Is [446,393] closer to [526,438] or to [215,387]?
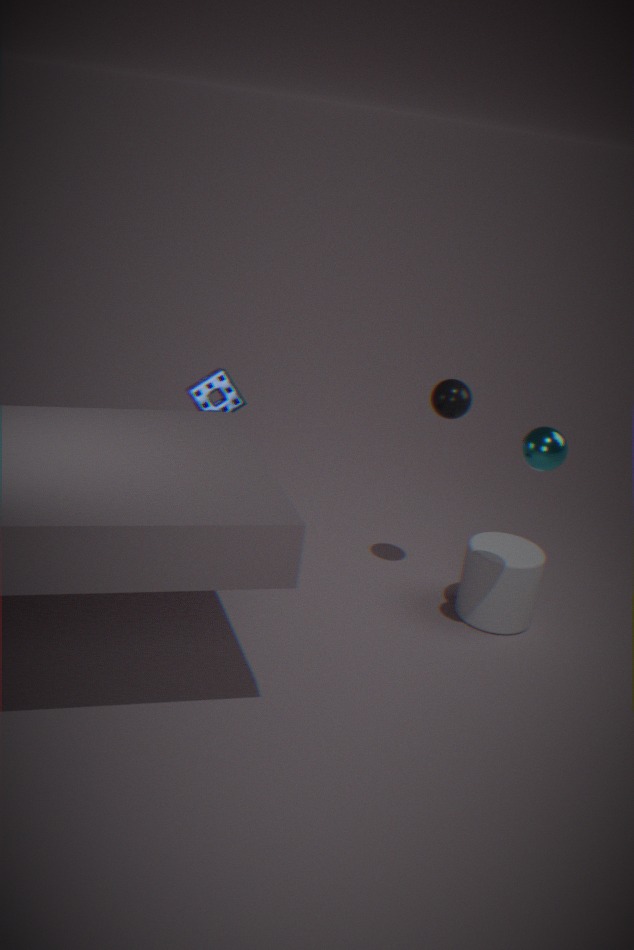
[526,438]
